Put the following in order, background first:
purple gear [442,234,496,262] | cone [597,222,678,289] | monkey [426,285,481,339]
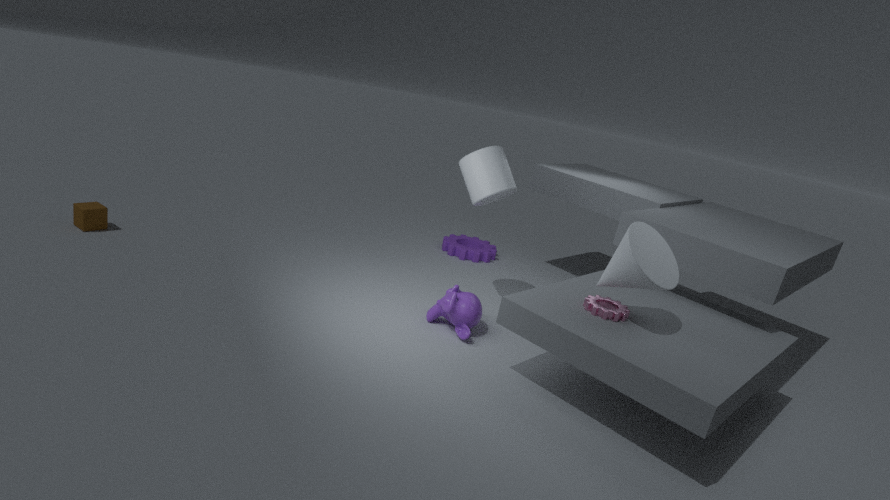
purple gear [442,234,496,262] < monkey [426,285,481,339] < cone [597,222,678,289]
